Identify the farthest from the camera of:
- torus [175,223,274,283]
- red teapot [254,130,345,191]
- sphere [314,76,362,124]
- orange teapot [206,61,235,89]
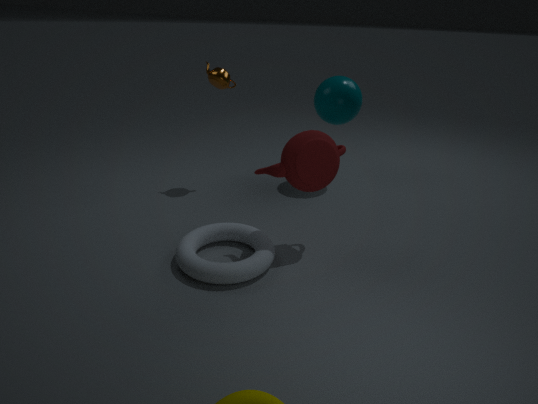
sphere [314,76,362,124]
